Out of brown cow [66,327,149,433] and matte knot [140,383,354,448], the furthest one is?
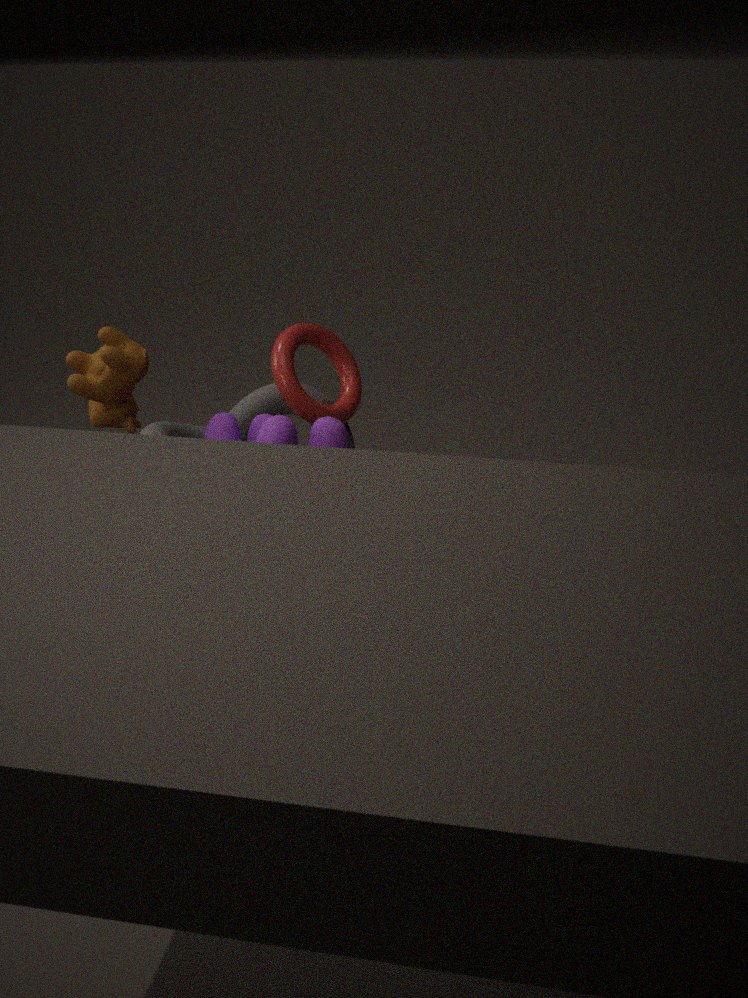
matte knot [140,383,354,448]
